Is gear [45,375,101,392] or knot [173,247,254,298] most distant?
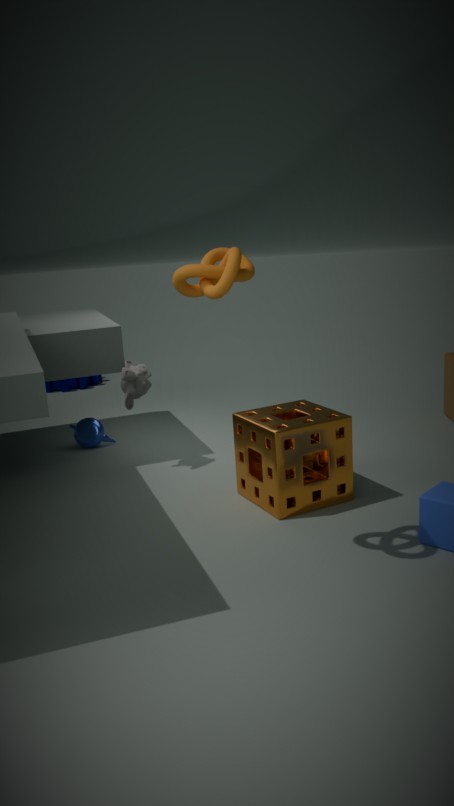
gear [45,375,101,392]
